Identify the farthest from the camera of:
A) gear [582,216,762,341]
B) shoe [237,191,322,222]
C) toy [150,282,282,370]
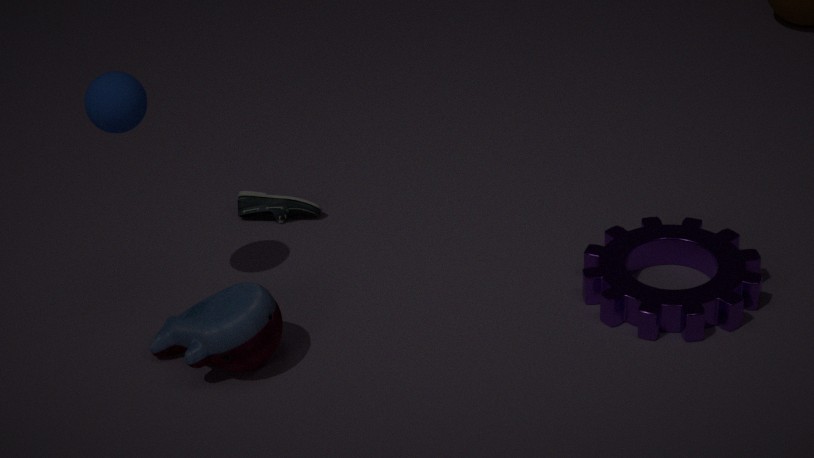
shoe [237,191,322,222]
